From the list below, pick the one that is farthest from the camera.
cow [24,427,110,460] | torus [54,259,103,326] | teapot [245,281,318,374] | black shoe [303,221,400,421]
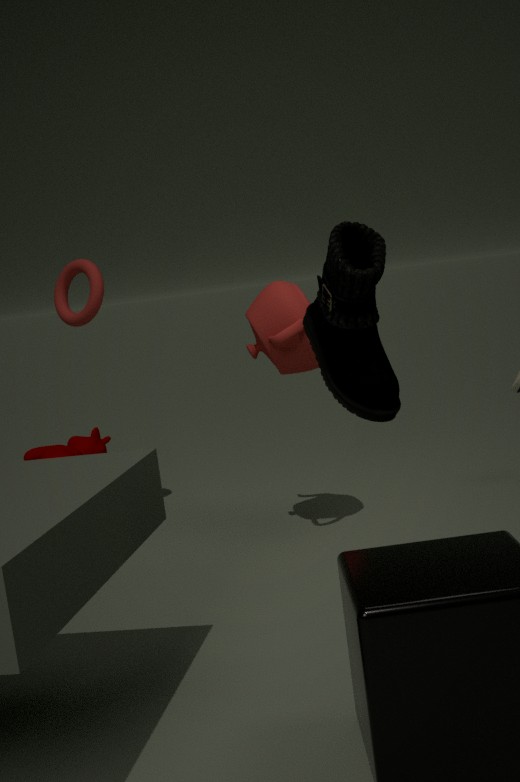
cow [24,427,110,460]
